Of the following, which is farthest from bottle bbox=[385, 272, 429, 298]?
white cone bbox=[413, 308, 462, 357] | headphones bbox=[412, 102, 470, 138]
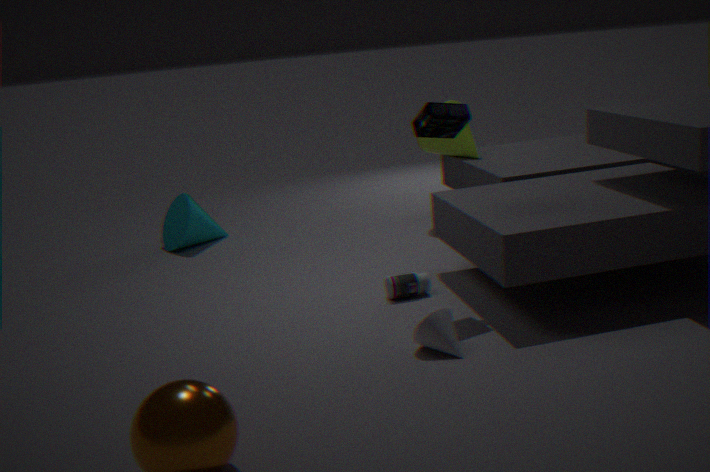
headphones bbox=[412, 102, 470, 138]
